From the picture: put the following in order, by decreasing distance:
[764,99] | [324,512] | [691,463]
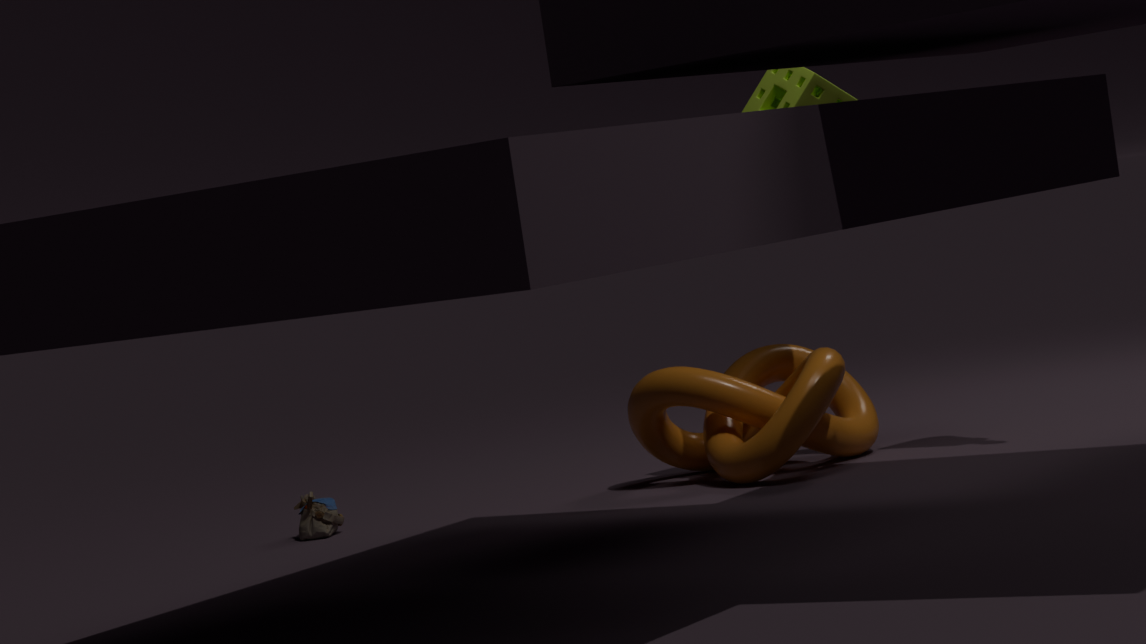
[691,463], [324,512], [764,99]
